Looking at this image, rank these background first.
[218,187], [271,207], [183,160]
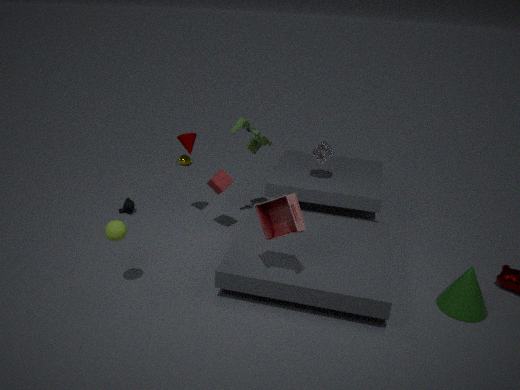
[183,160]
[218,187]
[271,207]
